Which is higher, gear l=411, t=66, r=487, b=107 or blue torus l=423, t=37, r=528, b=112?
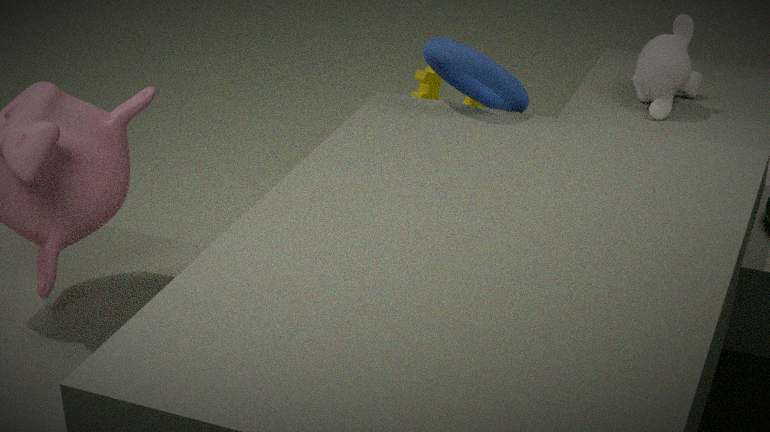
blue torus l=423, t=37, r=528, b=112
